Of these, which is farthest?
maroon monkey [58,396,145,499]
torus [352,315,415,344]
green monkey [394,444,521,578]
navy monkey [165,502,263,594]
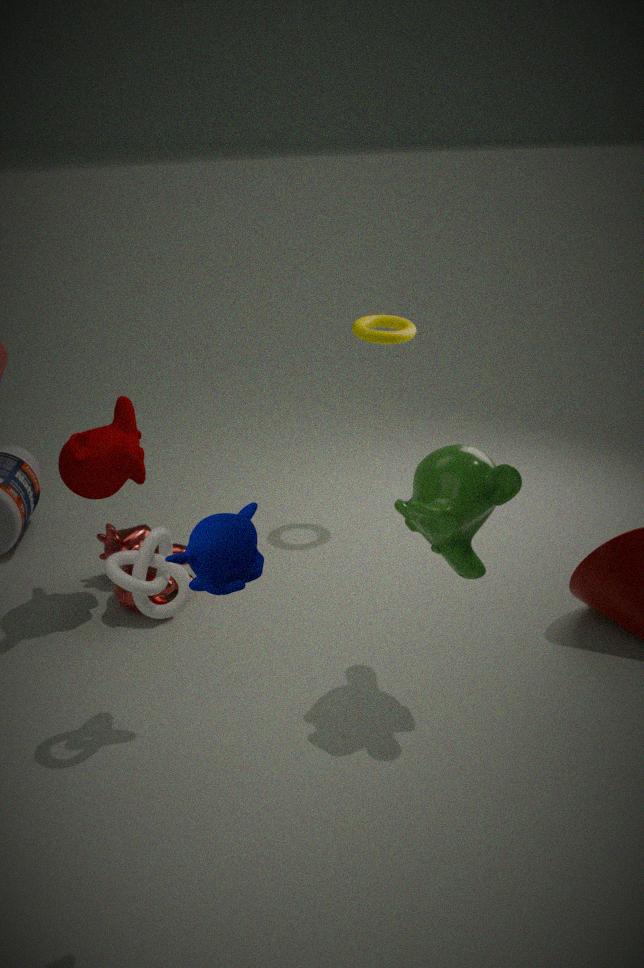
torus [352,315,415,344]
